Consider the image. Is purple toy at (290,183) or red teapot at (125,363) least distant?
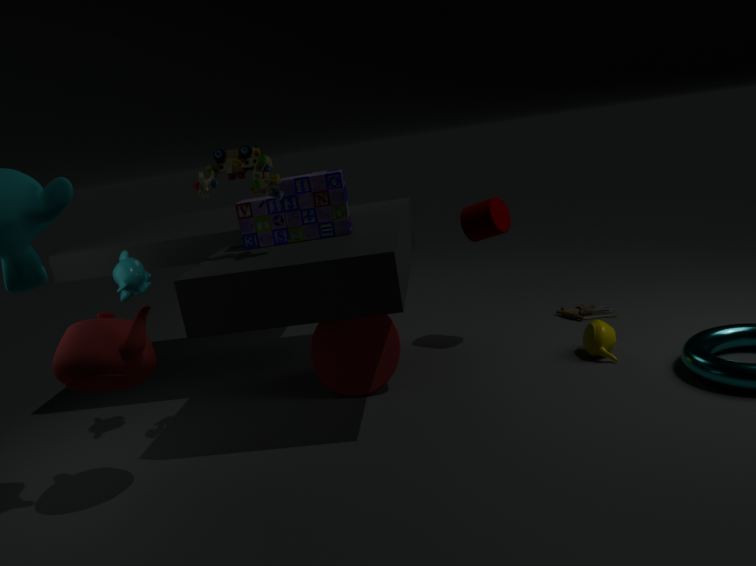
red teapot at (125,363)
